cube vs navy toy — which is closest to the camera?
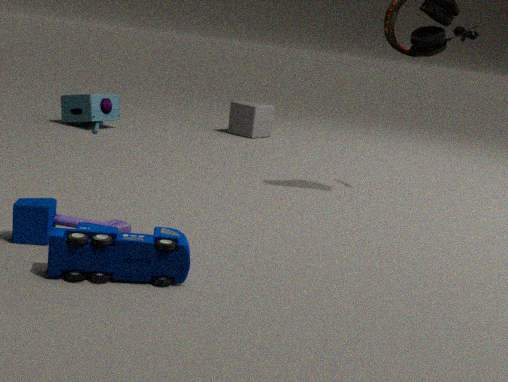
navy toy
